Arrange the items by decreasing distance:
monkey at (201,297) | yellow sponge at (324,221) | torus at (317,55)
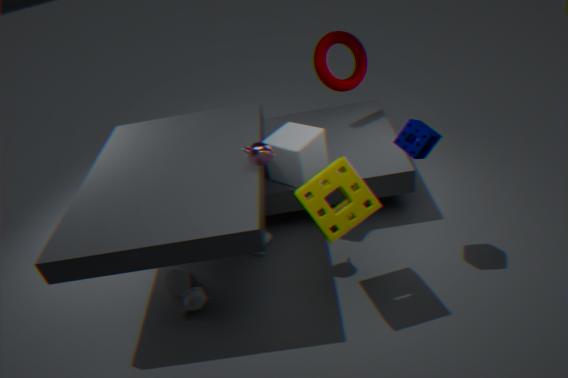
torus at (317,55) → monkey at (201,297) → yellow sponge at (324,221)
